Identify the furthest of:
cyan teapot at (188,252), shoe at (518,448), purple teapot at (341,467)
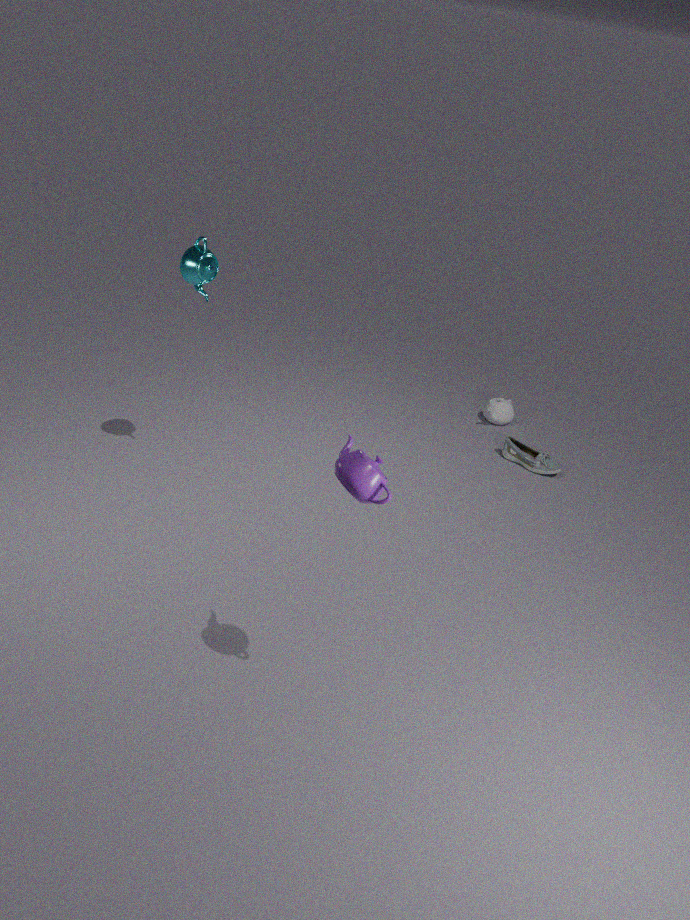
shoe at (518,448)
